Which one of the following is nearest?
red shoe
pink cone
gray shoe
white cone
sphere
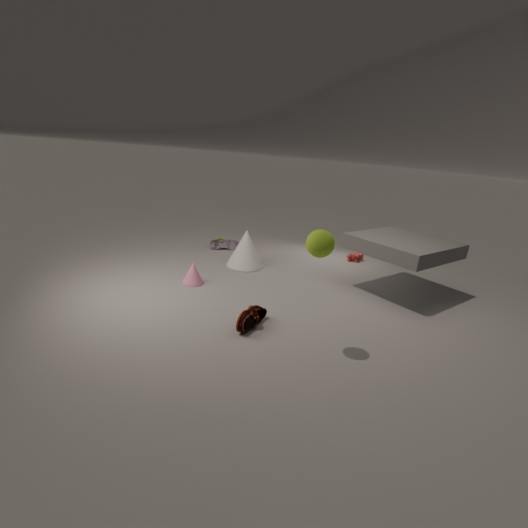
sphere
